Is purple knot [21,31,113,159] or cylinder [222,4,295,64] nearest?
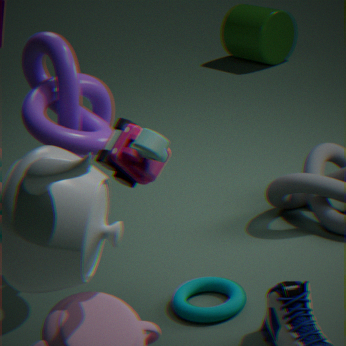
purple knot [21,31,113,159]
